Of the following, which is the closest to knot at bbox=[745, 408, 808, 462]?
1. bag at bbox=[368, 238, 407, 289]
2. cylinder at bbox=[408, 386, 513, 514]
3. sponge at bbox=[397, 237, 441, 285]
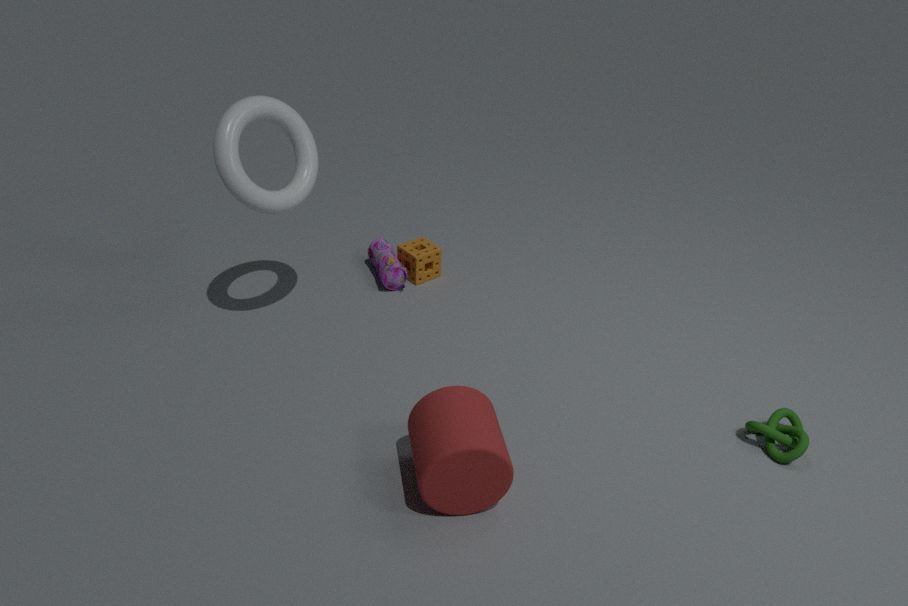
cylinder at bbox=[408, 386, 513, 514]
